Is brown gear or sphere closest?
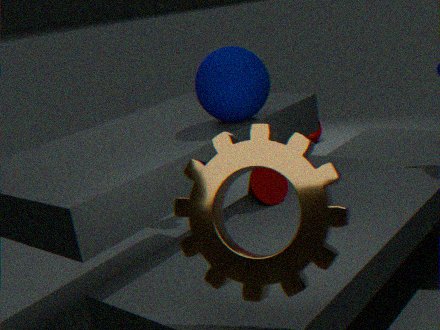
brown gear
